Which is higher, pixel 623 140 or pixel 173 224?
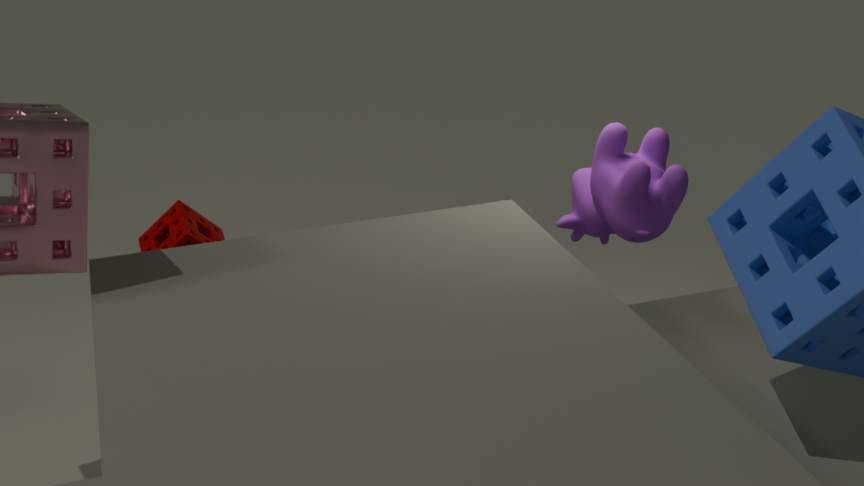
pixel 623 140
